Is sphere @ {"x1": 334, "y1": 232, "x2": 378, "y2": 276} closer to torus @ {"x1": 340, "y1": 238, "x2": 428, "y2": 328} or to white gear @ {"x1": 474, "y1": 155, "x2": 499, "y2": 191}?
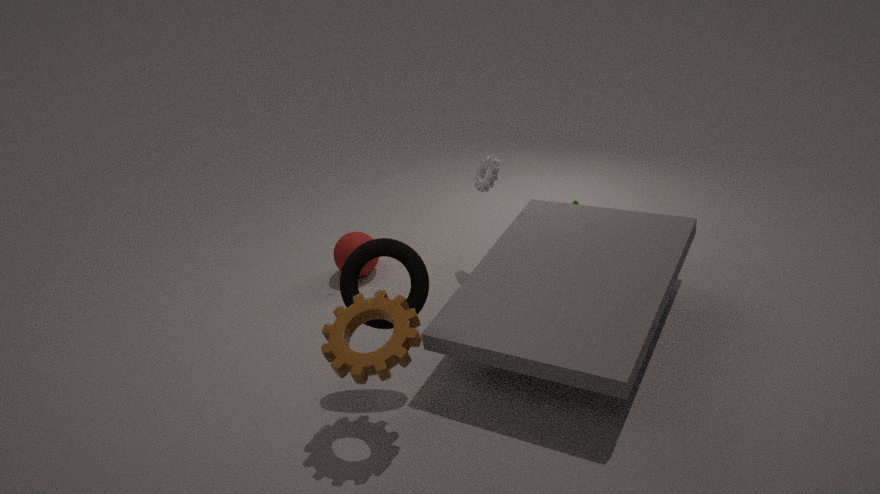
white gear @ {"x1": 474, "y1": 155, "x2": 499, "y2": 191}
